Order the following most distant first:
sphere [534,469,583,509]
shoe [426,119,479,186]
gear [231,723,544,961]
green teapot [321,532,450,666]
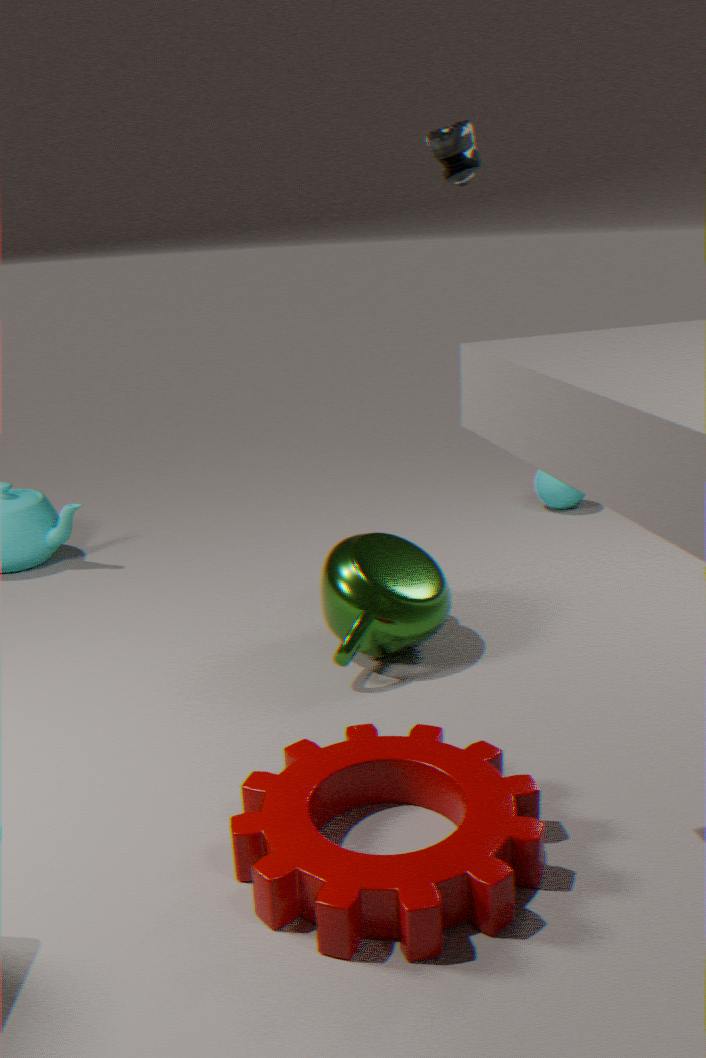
sphere [534,469,583,509] < green teapot [321,532,450,666] < shoe [426,119,479,186] < gear [231,723,544,961]
